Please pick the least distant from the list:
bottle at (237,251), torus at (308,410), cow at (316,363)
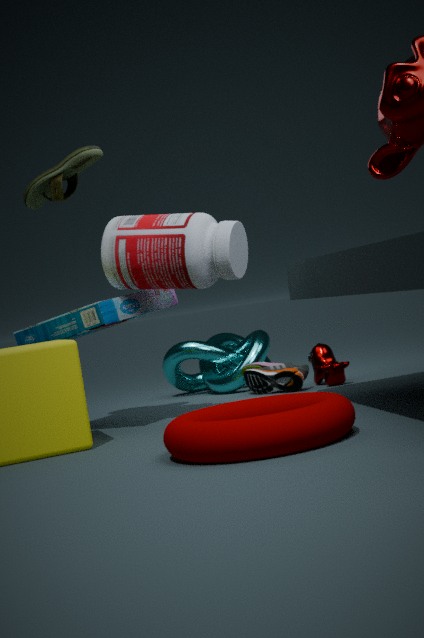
torus at (308,410)
